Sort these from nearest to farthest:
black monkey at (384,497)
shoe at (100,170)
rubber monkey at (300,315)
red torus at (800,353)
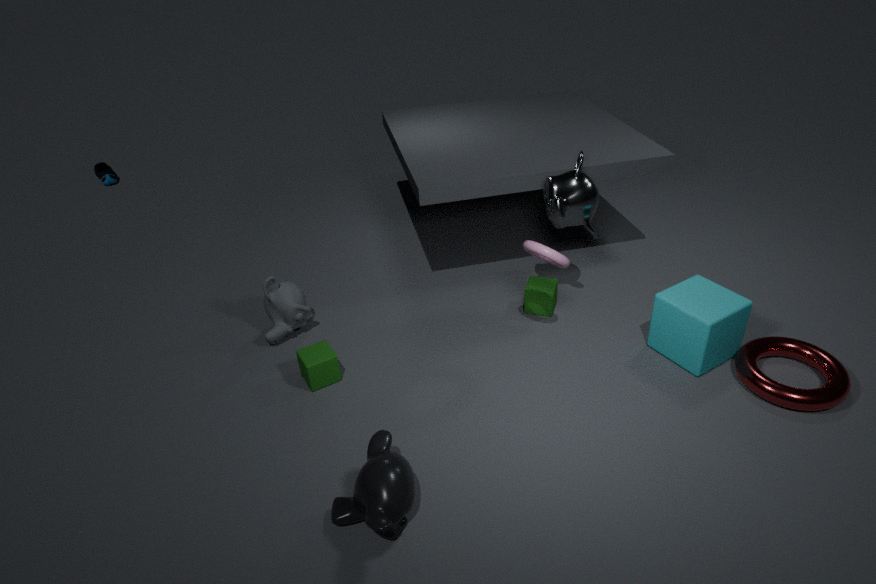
black monkey at (384,497) → red torus at (800,353) → rubber monkey at (300,315) → shoe at (100,170)
